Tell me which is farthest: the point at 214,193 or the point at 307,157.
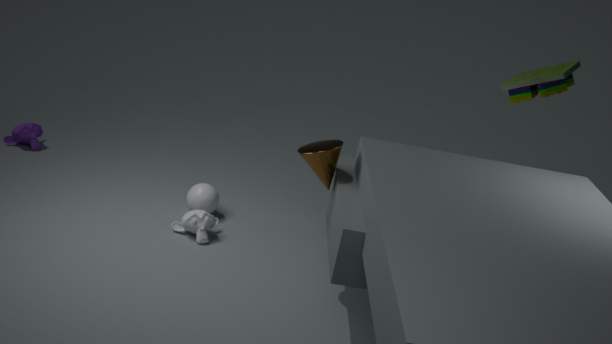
the point at 214,193
